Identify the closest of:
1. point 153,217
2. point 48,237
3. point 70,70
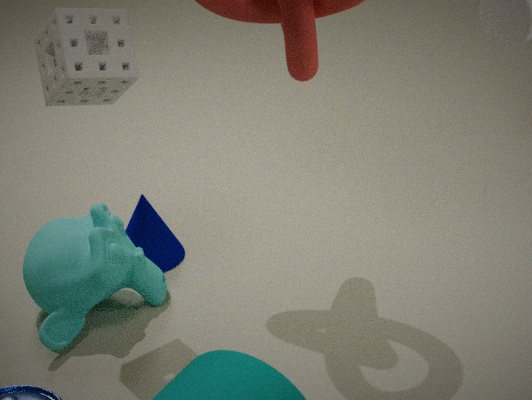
point 70,70
